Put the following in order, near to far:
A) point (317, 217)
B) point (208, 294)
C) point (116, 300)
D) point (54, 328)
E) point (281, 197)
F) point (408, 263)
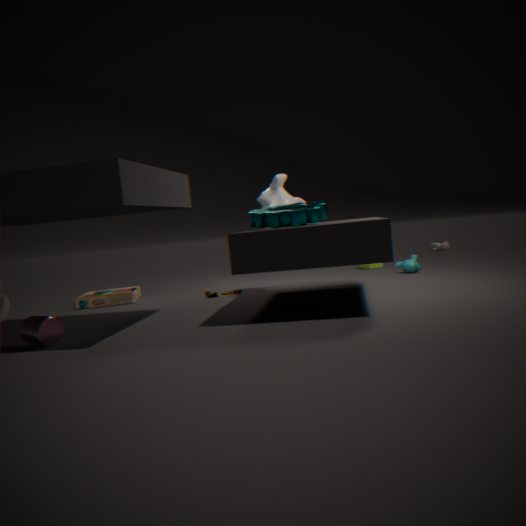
point (54, 328)
point (317, 217)
point (281, 197)
point (208, 294)
point (116, 300)
point (408, 263)
